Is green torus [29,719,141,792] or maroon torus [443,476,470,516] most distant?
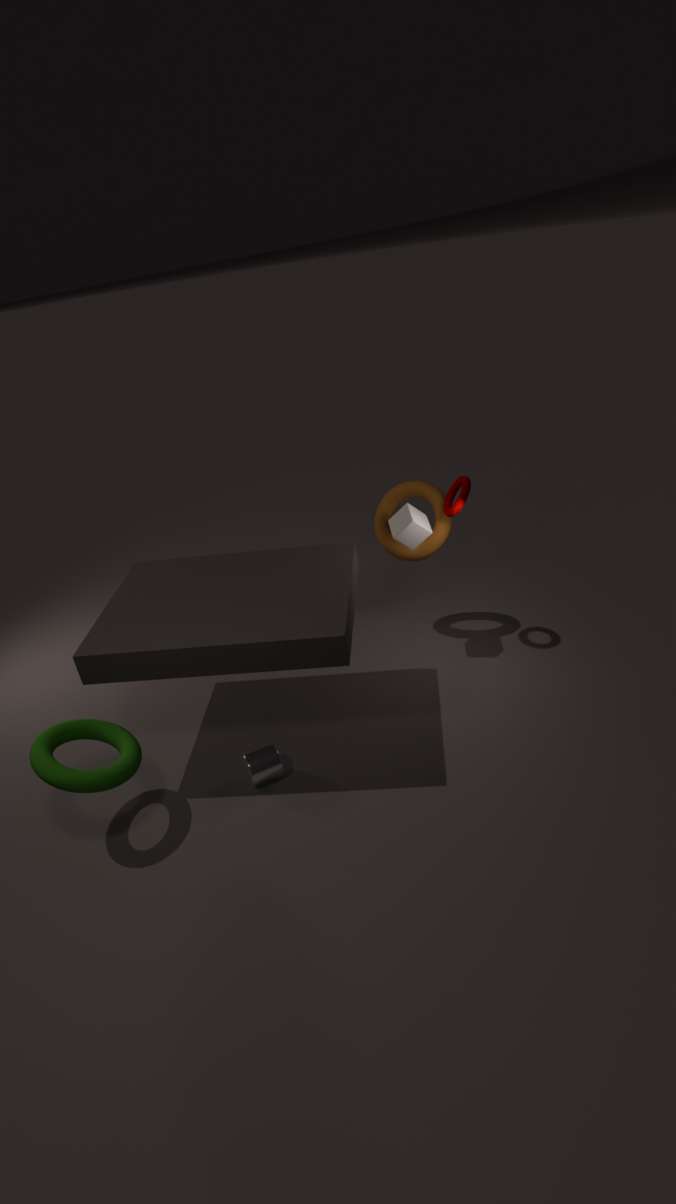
maroon torus [443,476,470,516]
